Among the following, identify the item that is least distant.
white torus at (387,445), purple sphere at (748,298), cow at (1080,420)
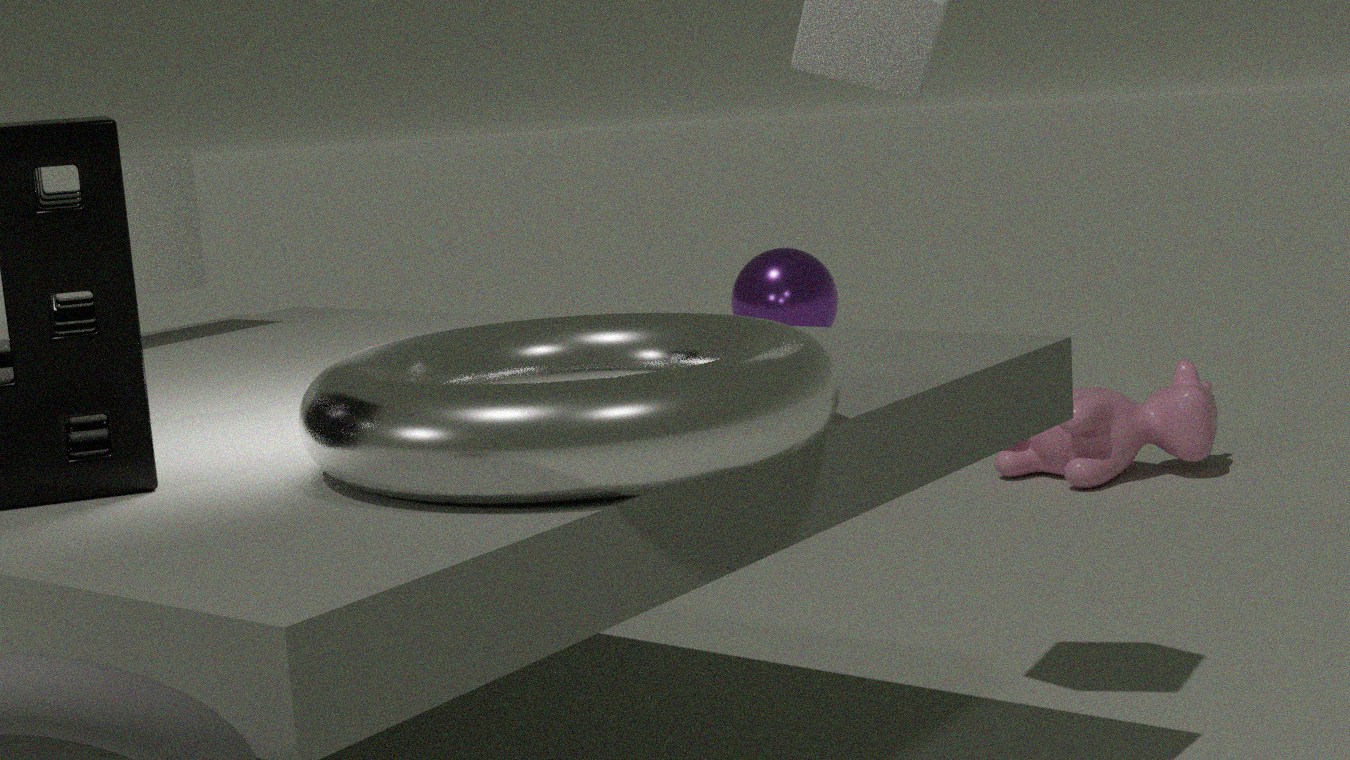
white torus at (387,445)
